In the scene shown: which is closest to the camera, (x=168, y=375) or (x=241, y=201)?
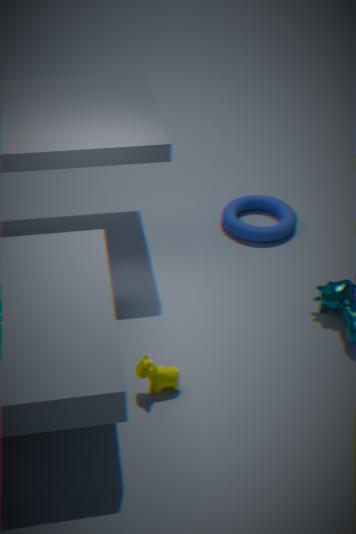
(x=168, y=375)
